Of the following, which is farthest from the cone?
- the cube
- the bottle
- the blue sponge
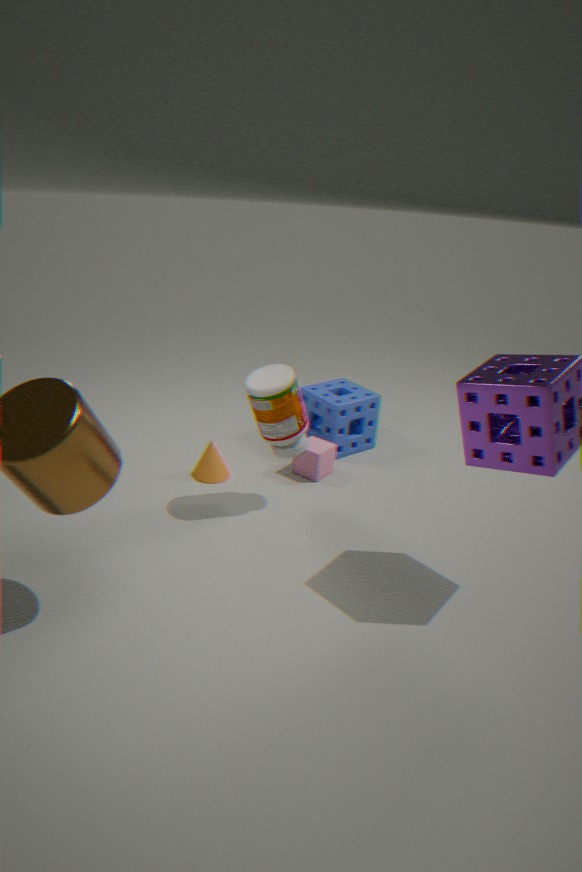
the blue sponge
